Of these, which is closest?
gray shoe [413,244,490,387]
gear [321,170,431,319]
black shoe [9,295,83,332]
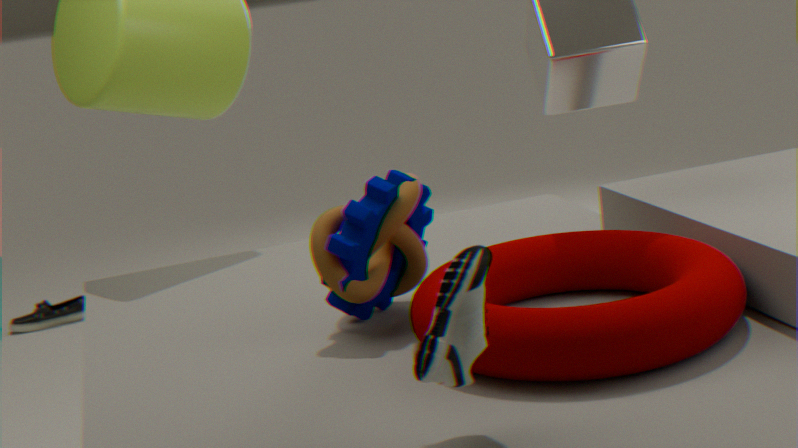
gray shoe [413,244,490,387]
